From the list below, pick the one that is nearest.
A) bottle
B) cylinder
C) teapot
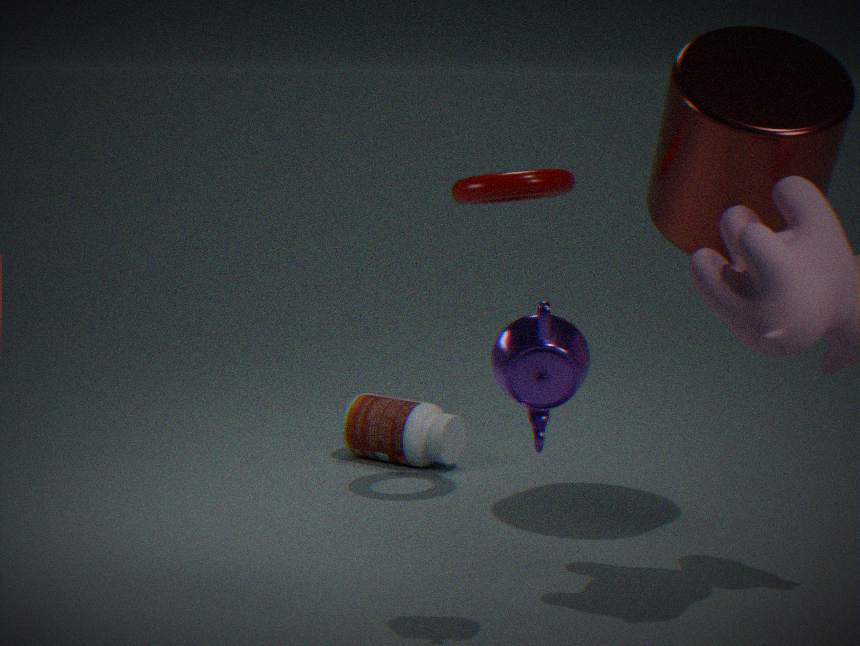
teapot
